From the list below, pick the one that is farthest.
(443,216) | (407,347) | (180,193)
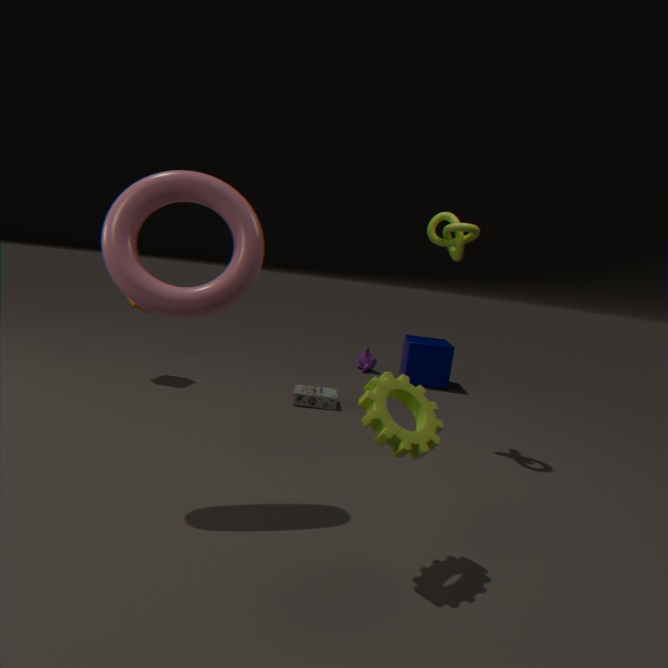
(407,347)
